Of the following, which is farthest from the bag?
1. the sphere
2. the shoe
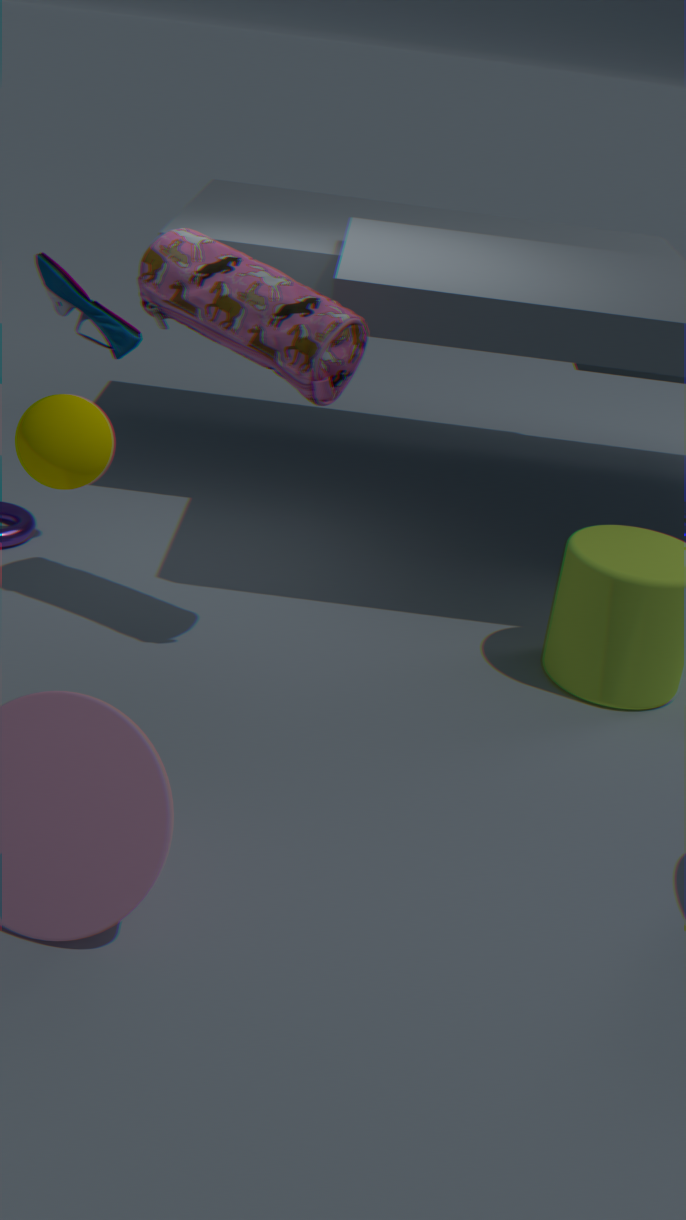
the sphere
